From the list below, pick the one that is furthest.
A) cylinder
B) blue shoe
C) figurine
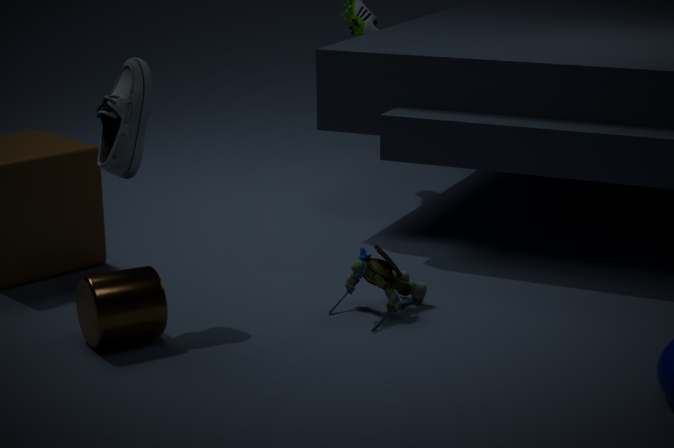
figurine
